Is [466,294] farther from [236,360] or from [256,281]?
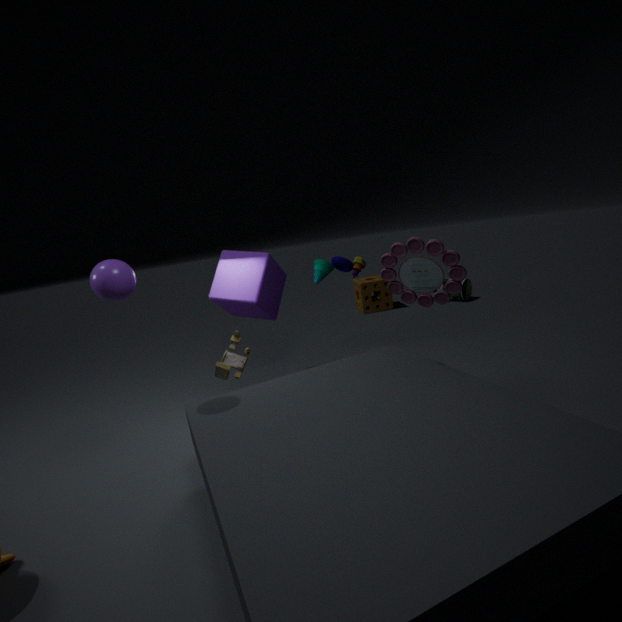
[236,360]
